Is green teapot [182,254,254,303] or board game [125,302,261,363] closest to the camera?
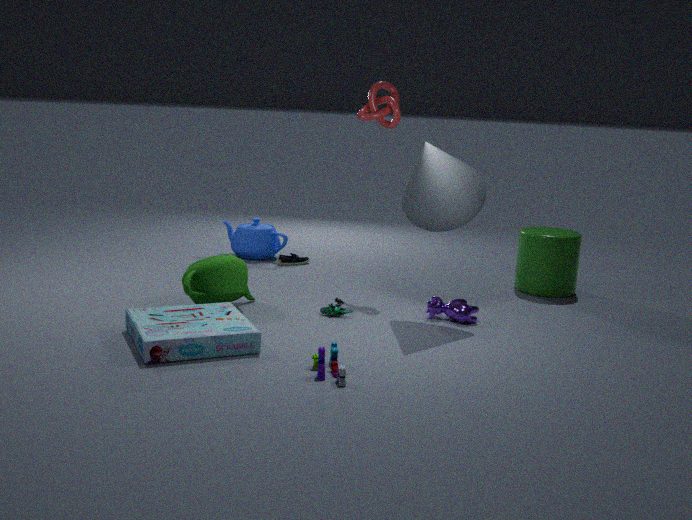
board game [125,302,261,363]
